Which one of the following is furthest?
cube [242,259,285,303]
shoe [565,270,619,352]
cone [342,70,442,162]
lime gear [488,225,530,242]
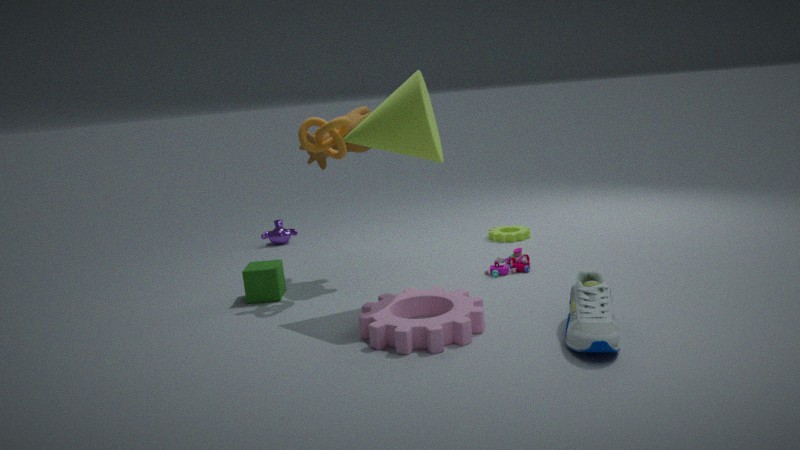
lime gear [488,225,530,242]
